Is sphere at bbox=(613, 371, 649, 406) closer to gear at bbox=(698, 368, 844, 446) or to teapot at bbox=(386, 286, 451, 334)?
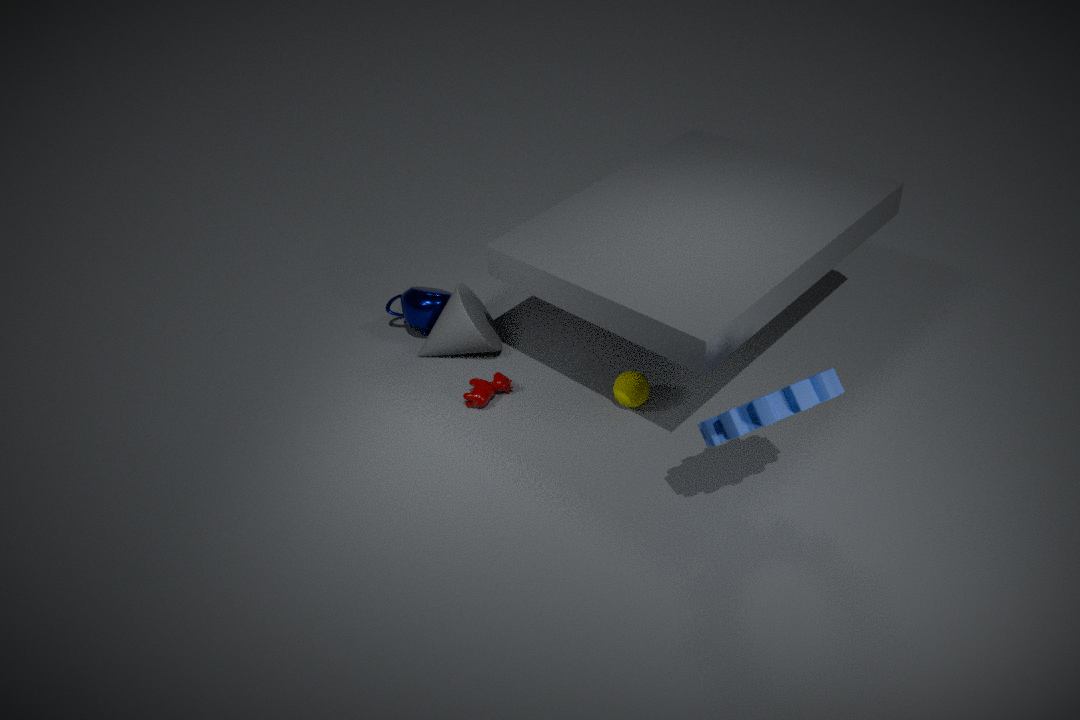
gear at bbox=(698, 368, 844, 446)
